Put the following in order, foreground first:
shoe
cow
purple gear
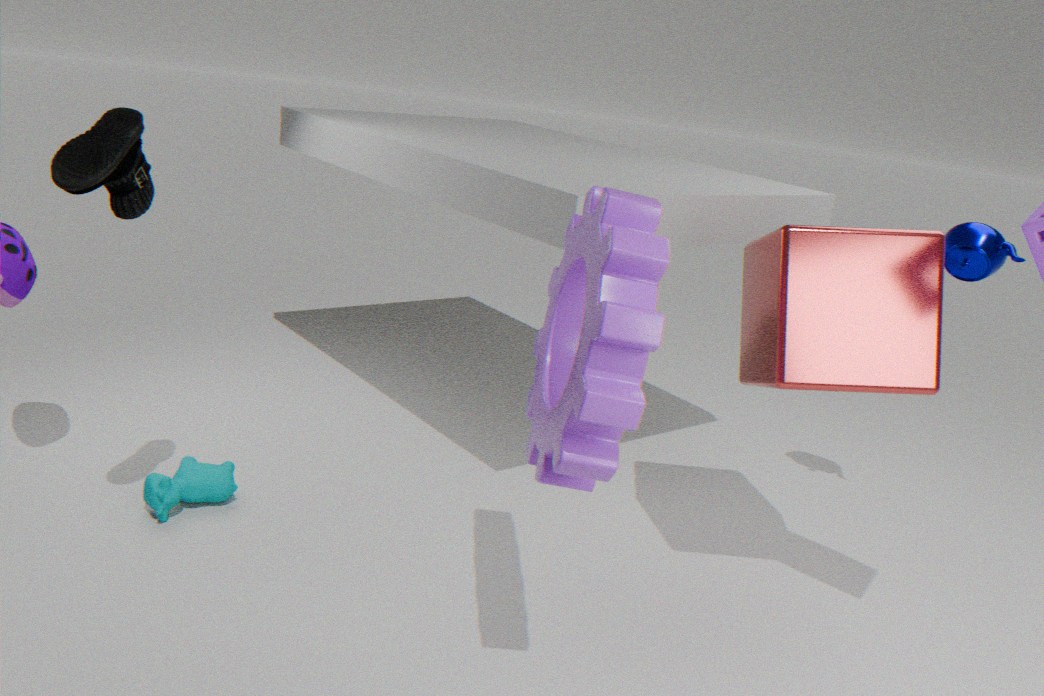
purple gear → shoe → cow
